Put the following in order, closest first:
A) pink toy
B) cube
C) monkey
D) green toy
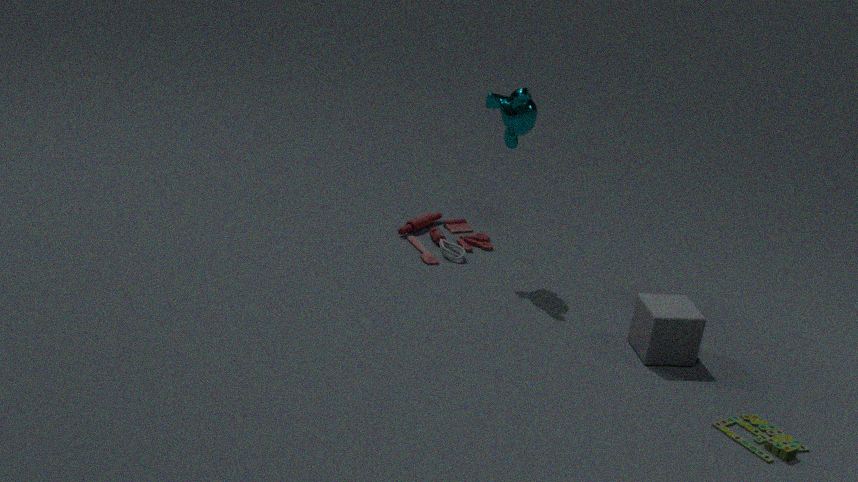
green toy → cube → monkey → pink toy
